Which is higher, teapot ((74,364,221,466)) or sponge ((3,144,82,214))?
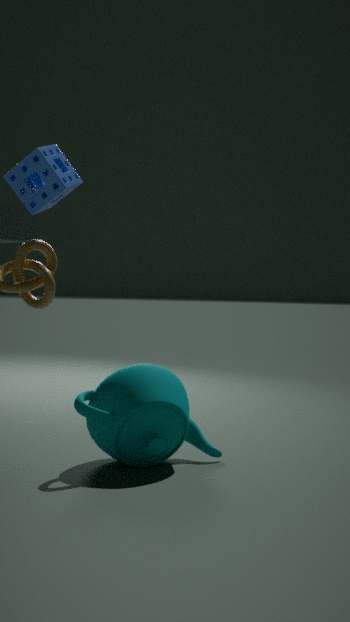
sponge ((3,144,82,214))
